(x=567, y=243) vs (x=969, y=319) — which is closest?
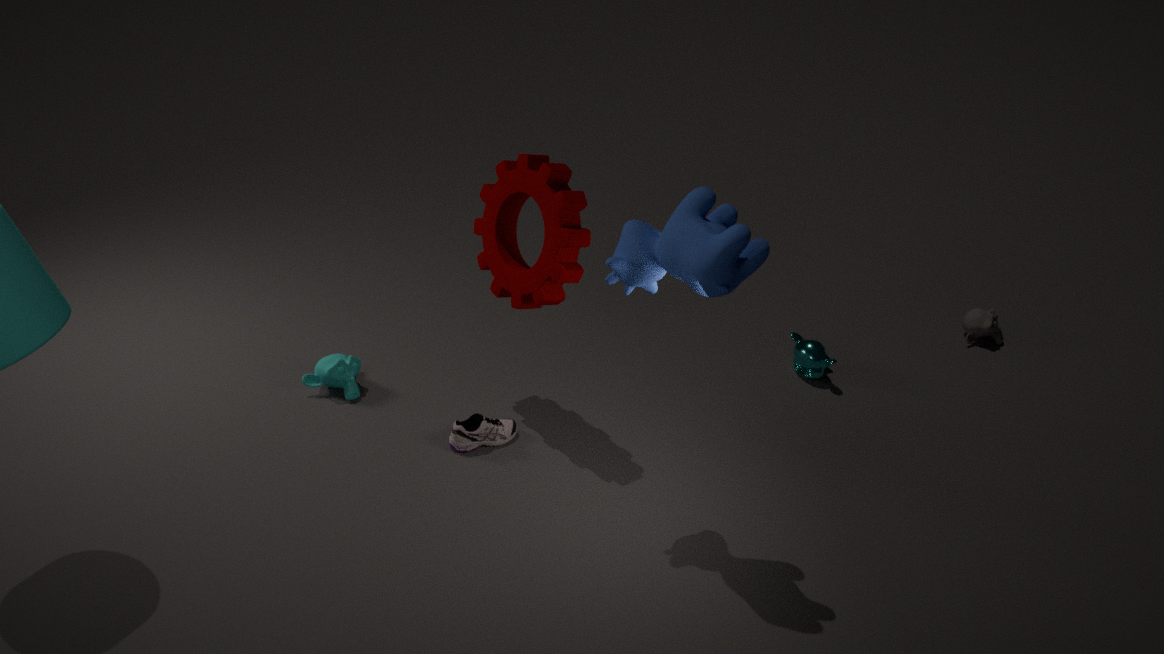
(x=567, y=243)
